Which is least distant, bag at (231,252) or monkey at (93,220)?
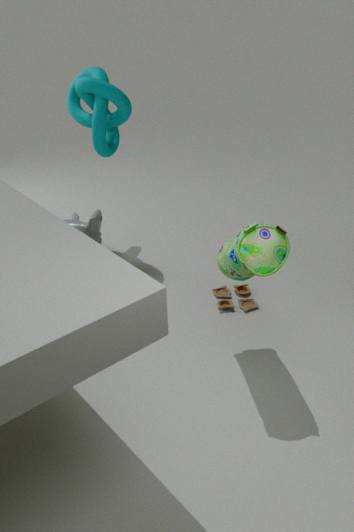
bag at (231,252)
